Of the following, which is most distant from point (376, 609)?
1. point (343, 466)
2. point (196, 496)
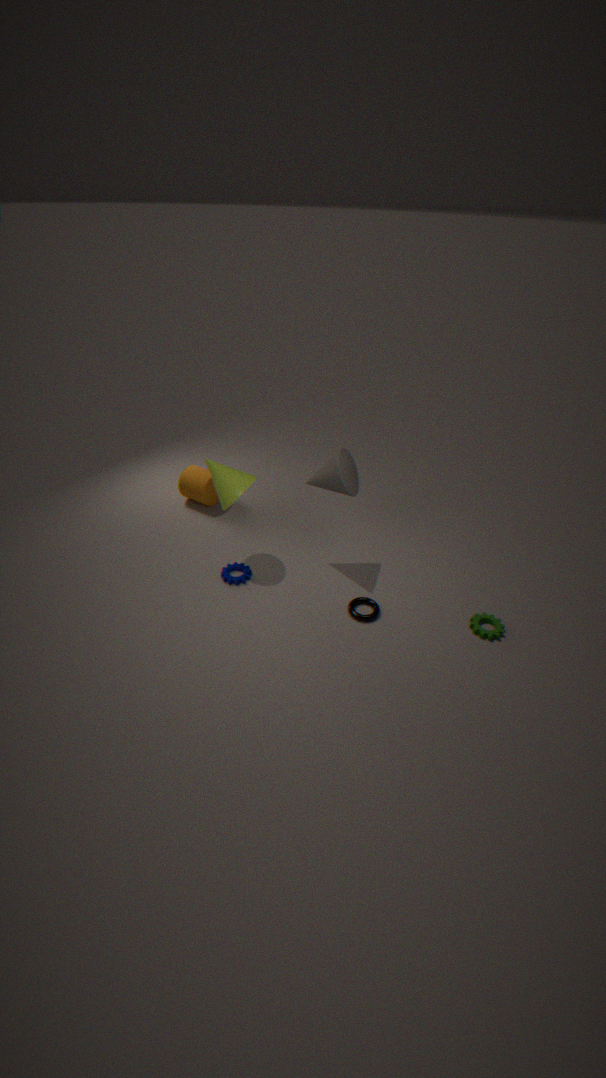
point (196, 496)
